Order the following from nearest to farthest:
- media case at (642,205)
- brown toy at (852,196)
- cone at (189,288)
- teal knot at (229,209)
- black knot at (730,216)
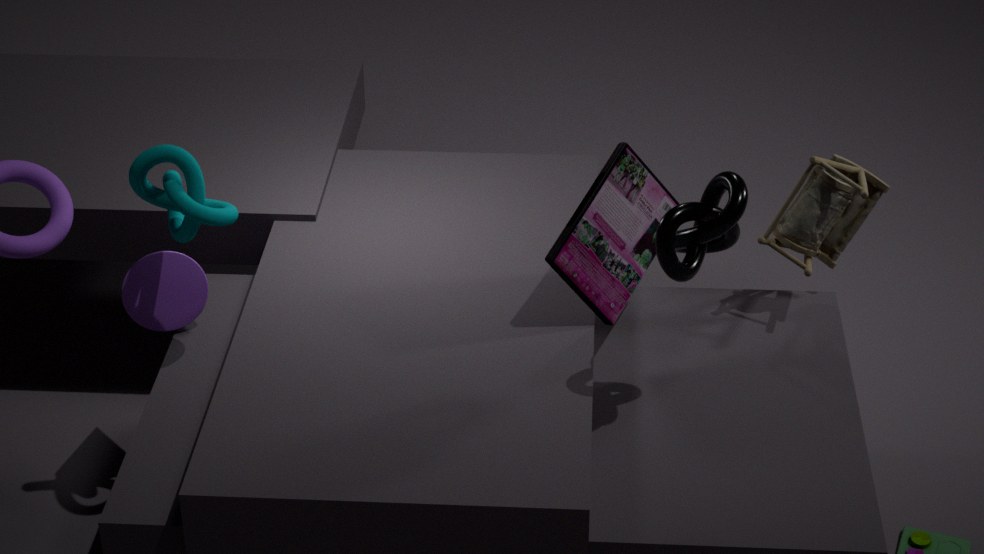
black knot at (730,216), teal knot at (229,209), media case at (642,205), brown toy at (852,196), cone at (189,288)
